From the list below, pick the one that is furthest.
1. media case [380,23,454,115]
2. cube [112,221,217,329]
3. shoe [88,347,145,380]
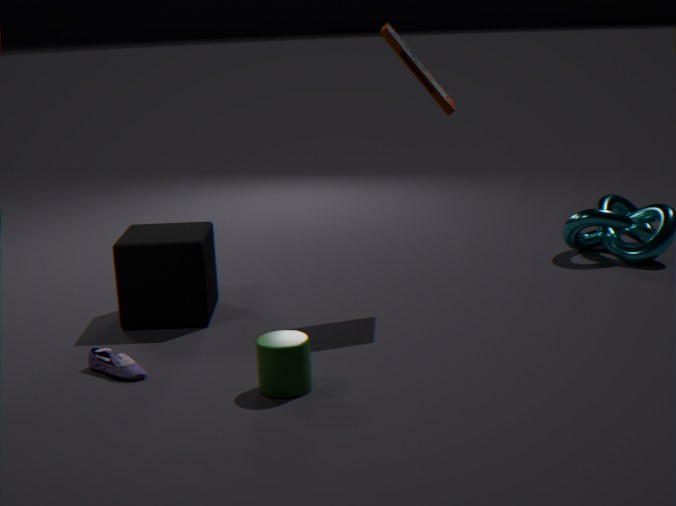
cube [112,221,217,329]
